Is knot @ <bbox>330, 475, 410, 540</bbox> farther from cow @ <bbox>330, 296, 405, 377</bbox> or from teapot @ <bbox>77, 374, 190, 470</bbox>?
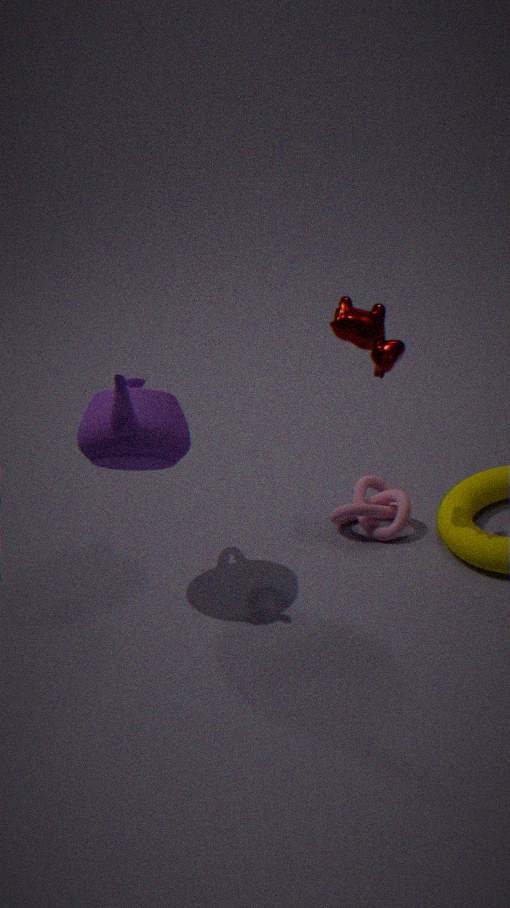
teapot @ <bbox>77, 374, 190, 470</bbox>
